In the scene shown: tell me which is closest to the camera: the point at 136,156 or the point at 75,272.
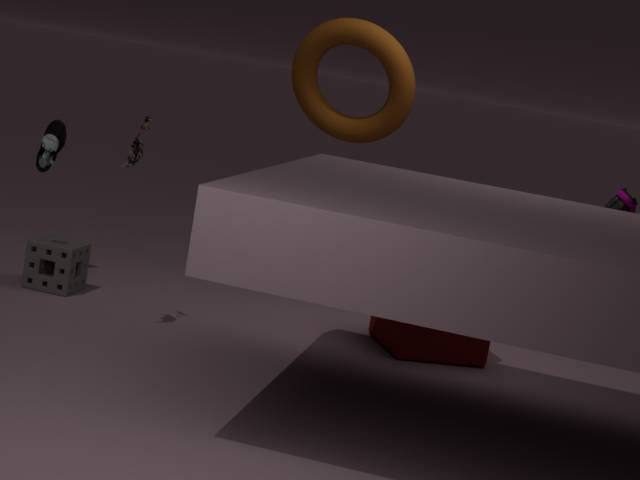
the point at 136,156
